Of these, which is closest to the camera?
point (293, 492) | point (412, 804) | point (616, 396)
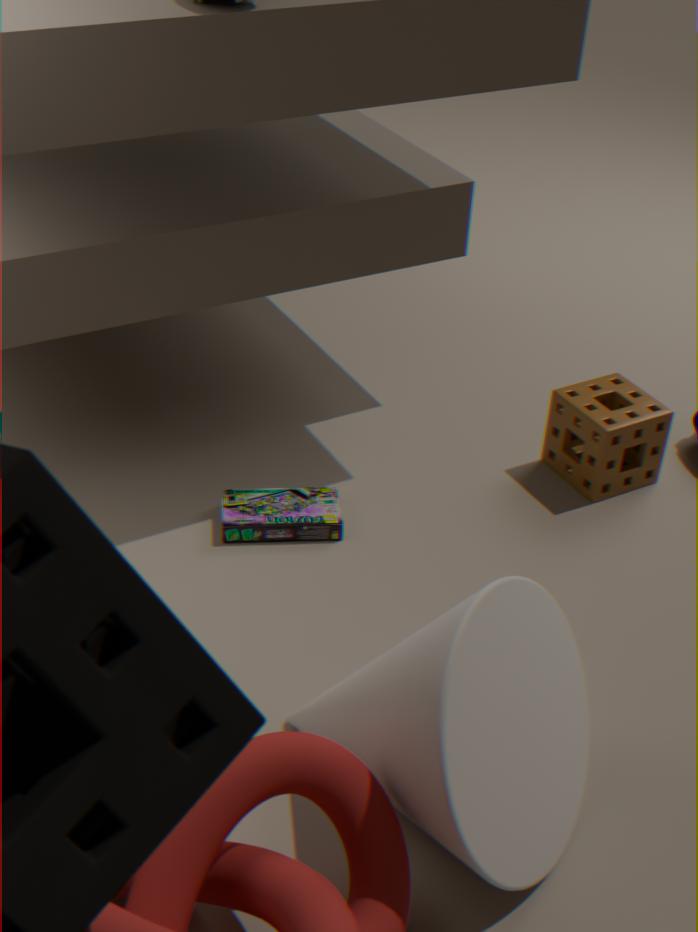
point (412, 804)
